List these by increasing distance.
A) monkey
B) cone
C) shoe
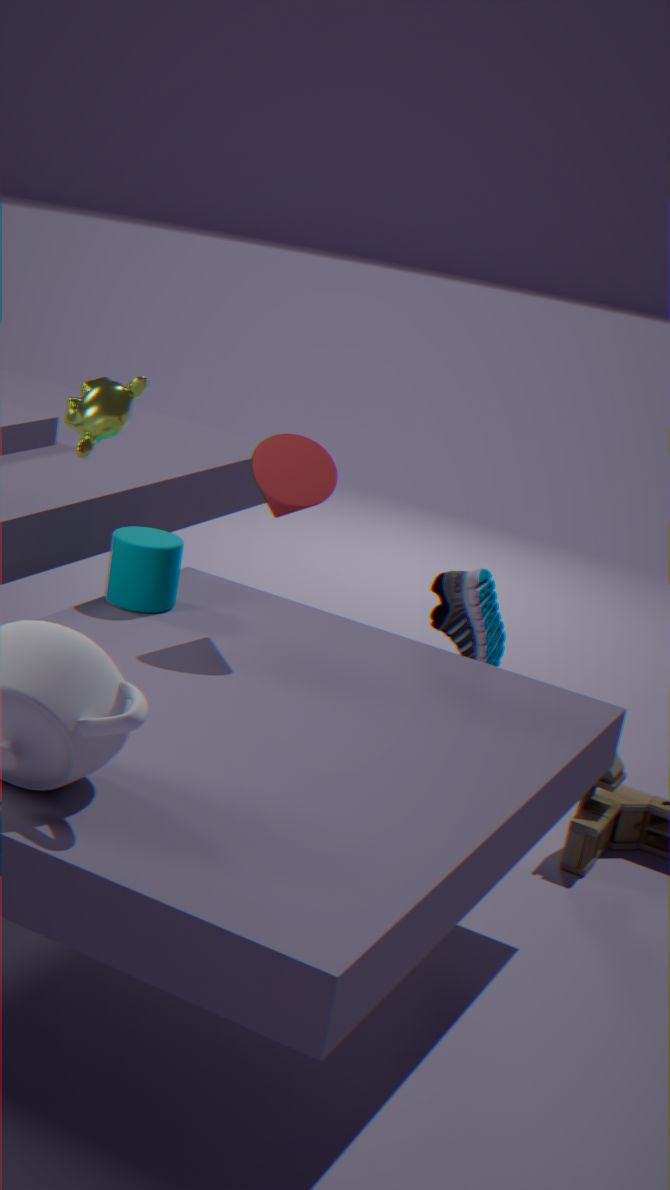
cone
monkey
shoe
